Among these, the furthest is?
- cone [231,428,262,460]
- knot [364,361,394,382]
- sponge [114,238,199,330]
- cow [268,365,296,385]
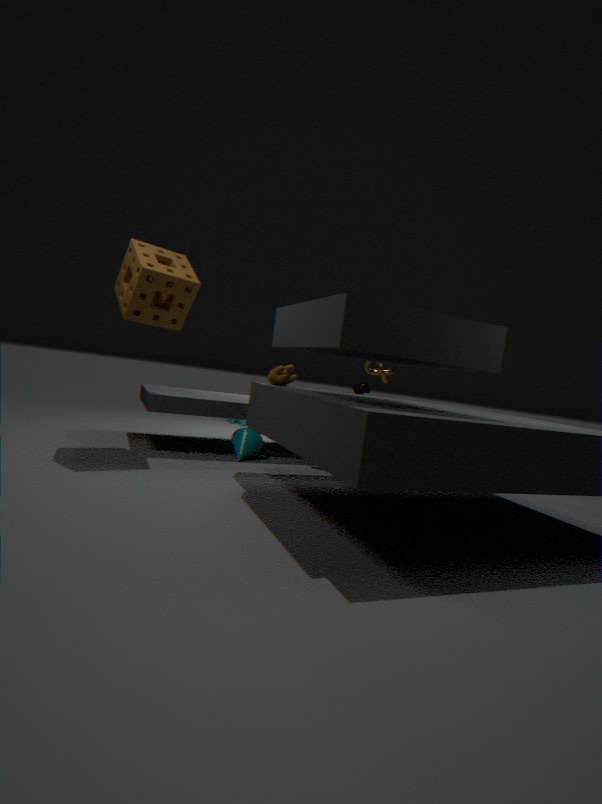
knot [364,361,394,382]
